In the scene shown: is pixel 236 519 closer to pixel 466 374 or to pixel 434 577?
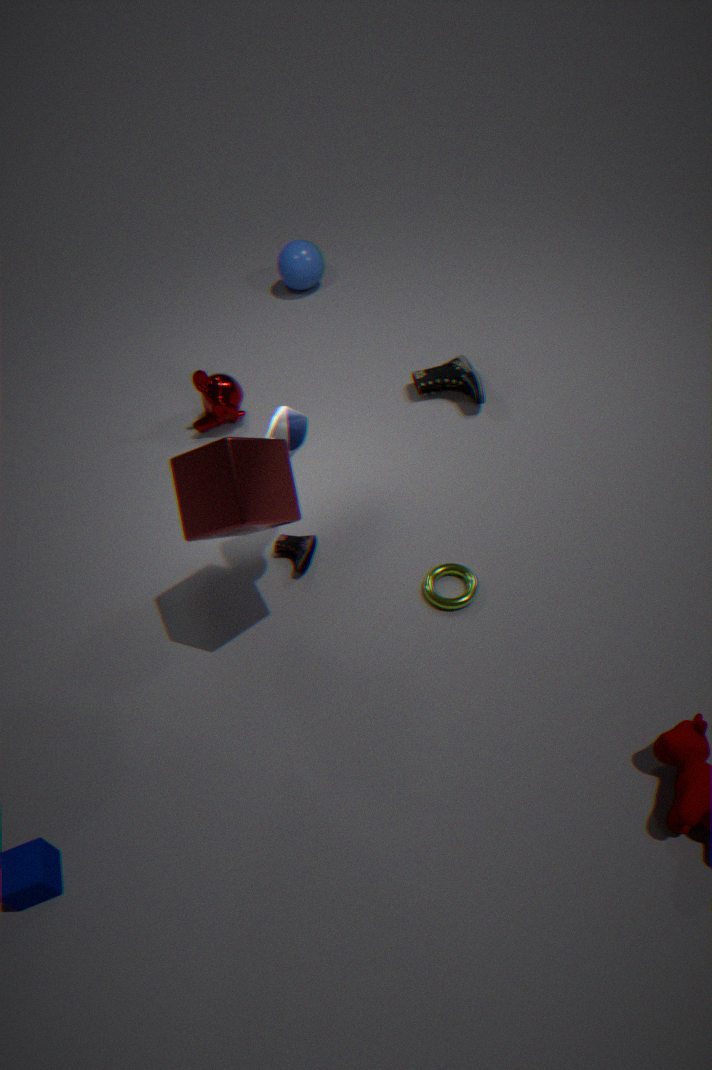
pixel 434 577
